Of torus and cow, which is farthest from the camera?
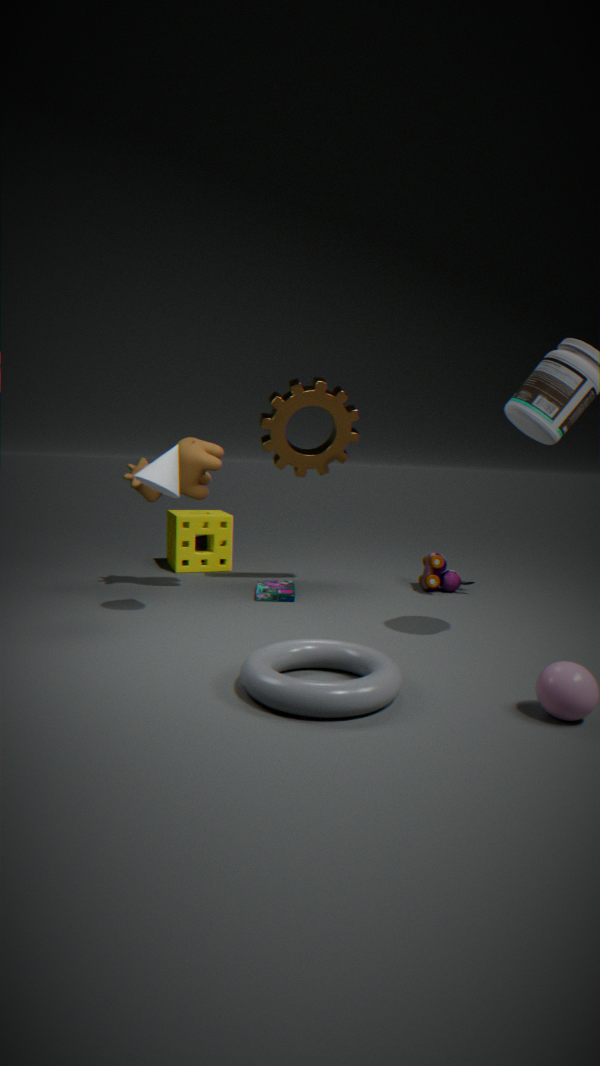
cow
